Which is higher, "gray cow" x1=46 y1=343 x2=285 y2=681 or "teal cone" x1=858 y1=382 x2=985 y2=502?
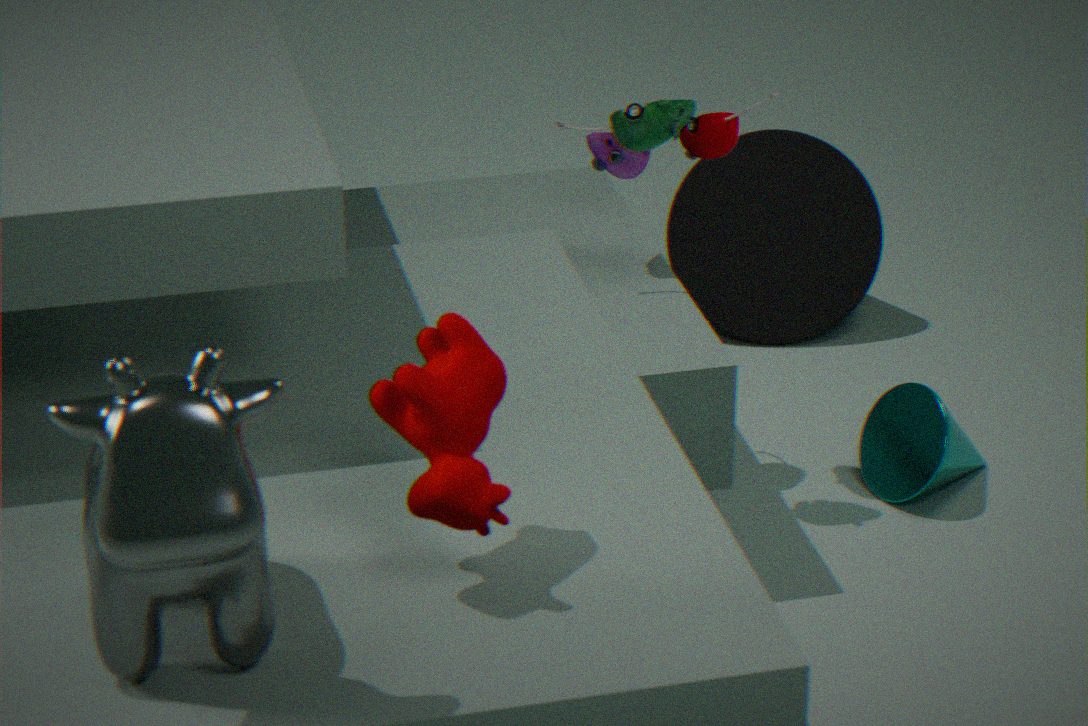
"gray cow" x1=46 y1=343 x2=285 y2=681
